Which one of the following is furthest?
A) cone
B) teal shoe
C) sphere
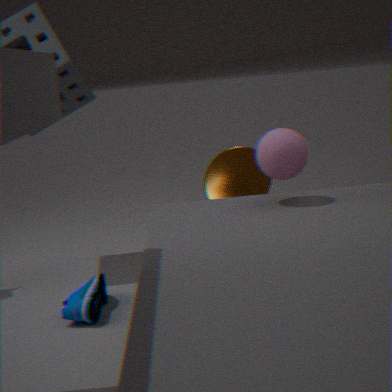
cone
